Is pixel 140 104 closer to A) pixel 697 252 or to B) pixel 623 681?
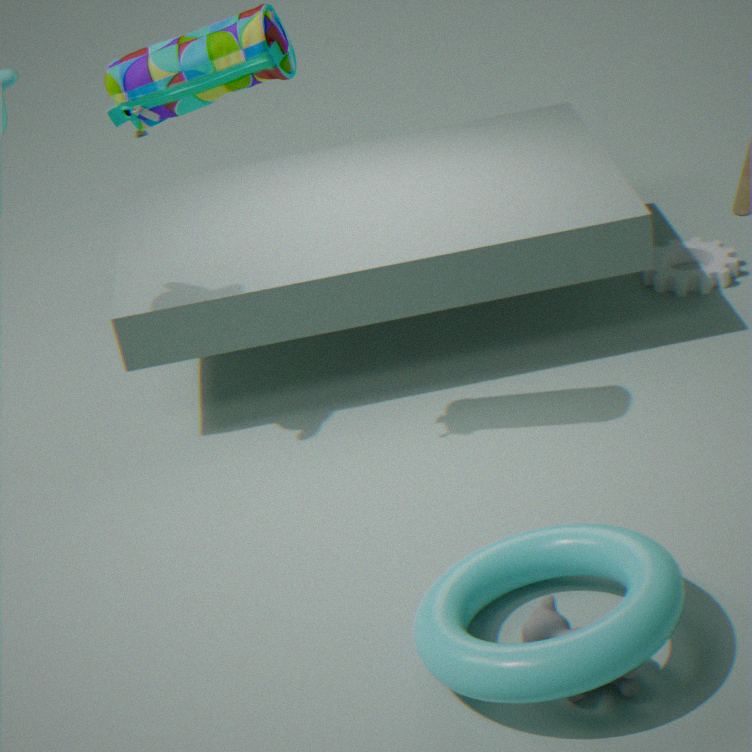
B) pixel 623 681
